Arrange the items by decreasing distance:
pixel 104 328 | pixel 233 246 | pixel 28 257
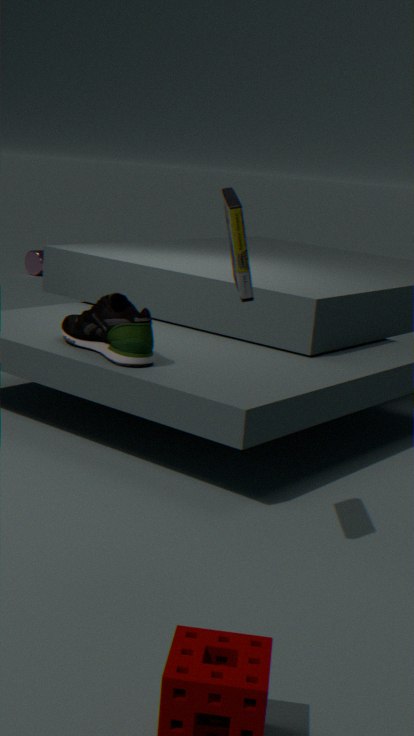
pixel 28 257 → pixel 104 328 → pixel 233 246
